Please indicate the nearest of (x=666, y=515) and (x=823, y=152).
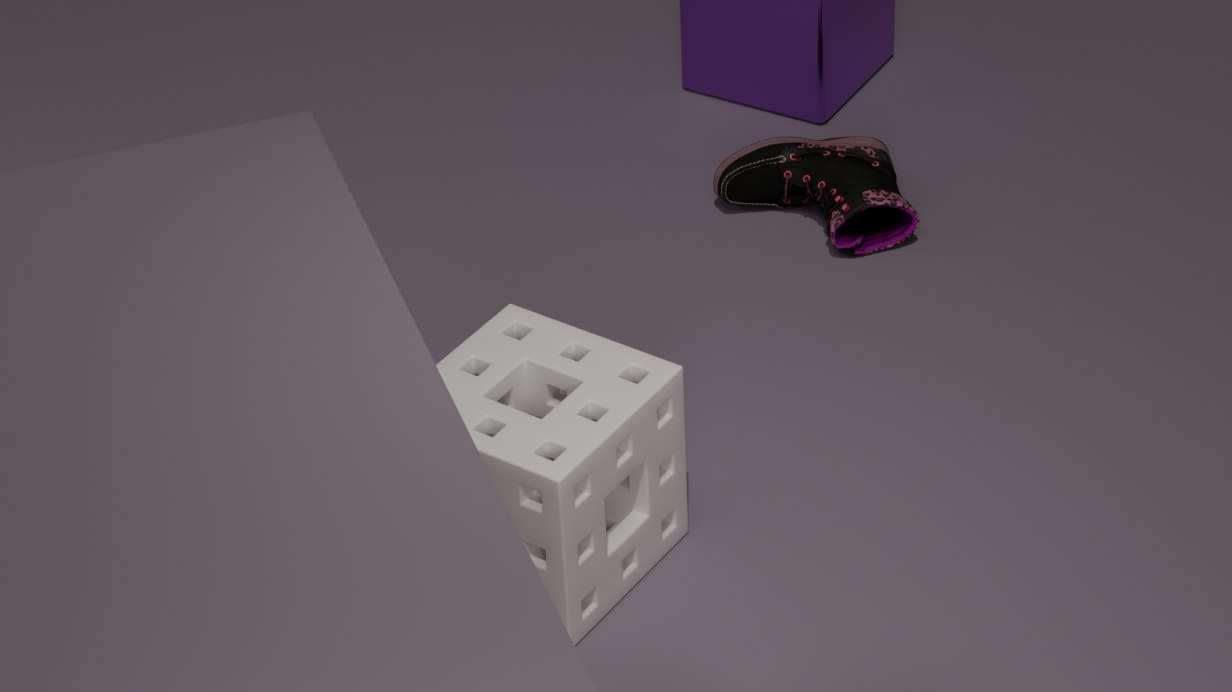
(x=666, y=515)
